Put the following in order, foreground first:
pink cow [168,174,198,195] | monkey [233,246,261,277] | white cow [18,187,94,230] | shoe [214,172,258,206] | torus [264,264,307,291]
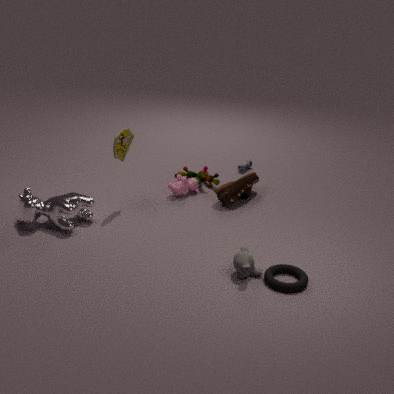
torus [264,264,307,291] < monkey [233,246,261,277] < white cow [18,187,94,230] < shoe [214,172,258,206] < pink cow [168,174,198,195]
